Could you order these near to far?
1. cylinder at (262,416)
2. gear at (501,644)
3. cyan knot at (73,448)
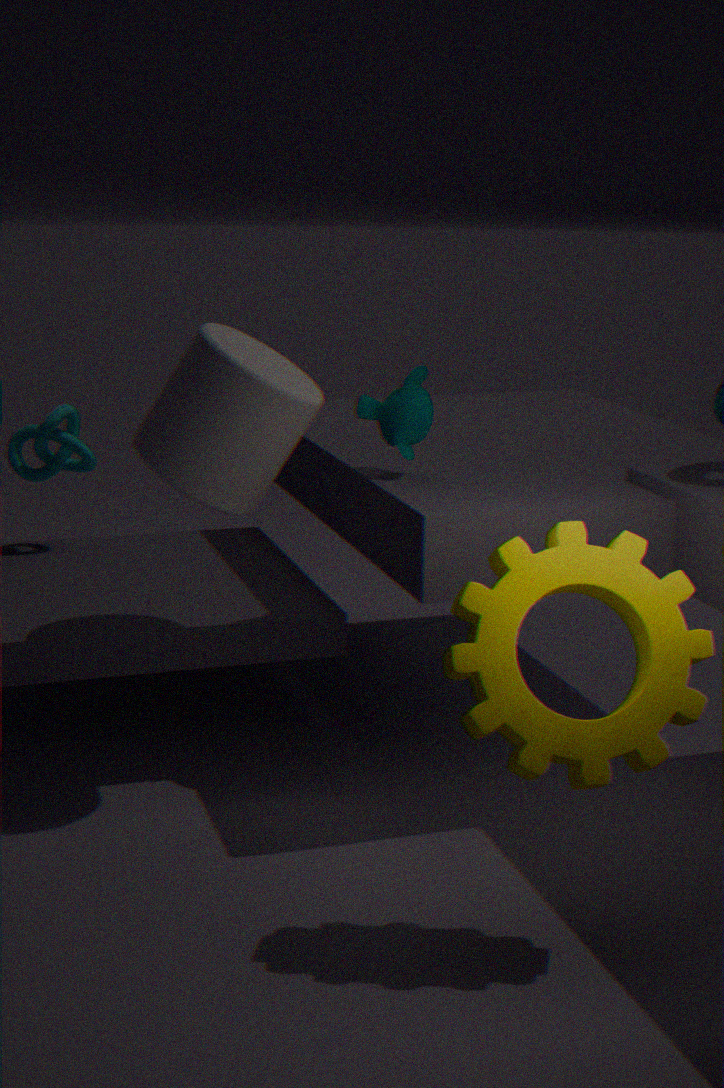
1. gear at (501,644)
2. cylinder at (262,416)
3. cyan knot at (73,448)
